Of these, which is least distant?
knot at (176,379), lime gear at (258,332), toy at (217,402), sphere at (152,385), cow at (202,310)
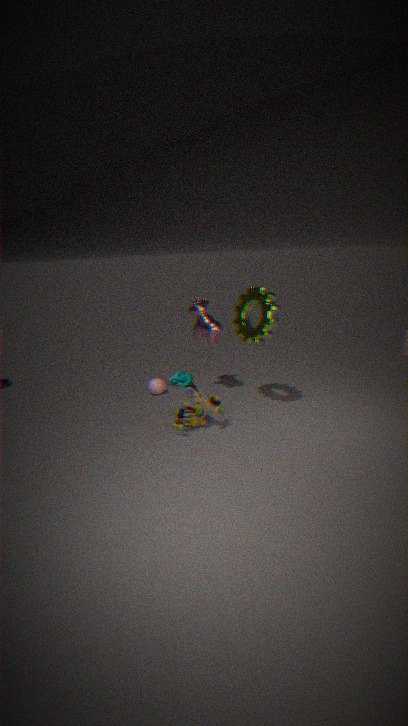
toy at (217,402)
